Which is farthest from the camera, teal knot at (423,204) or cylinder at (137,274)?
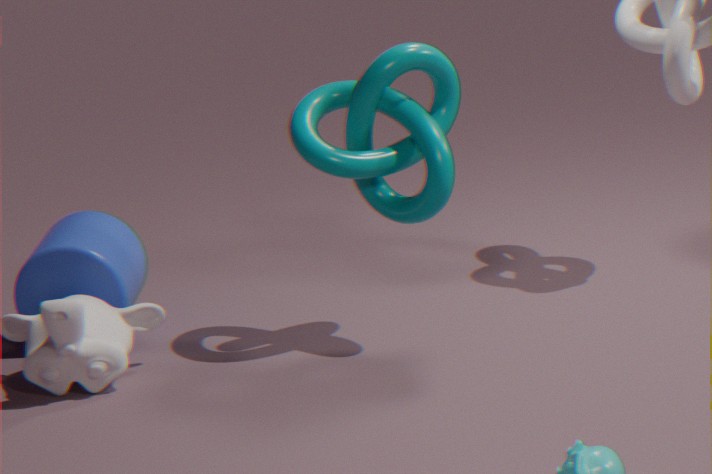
cylinder at (137,274)
